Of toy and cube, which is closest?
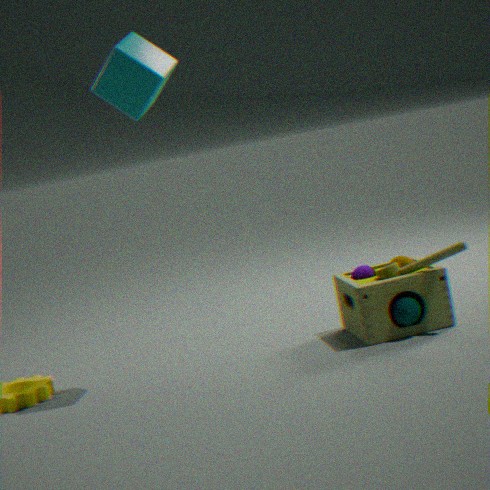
cube
